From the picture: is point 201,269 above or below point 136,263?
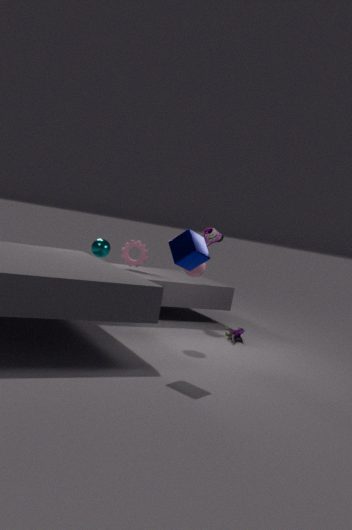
above
